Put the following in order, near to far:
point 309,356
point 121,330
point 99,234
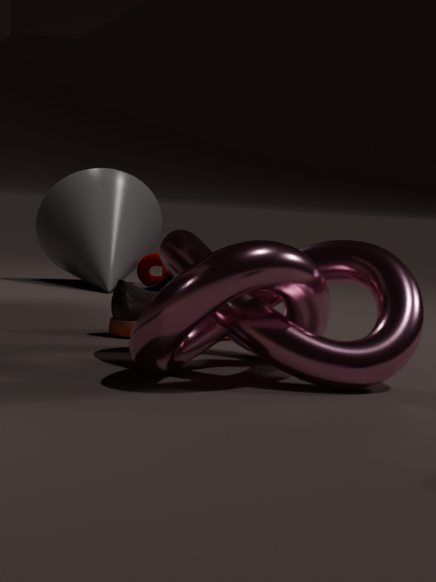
point 309,356 → point 121,330 → point 99,234
